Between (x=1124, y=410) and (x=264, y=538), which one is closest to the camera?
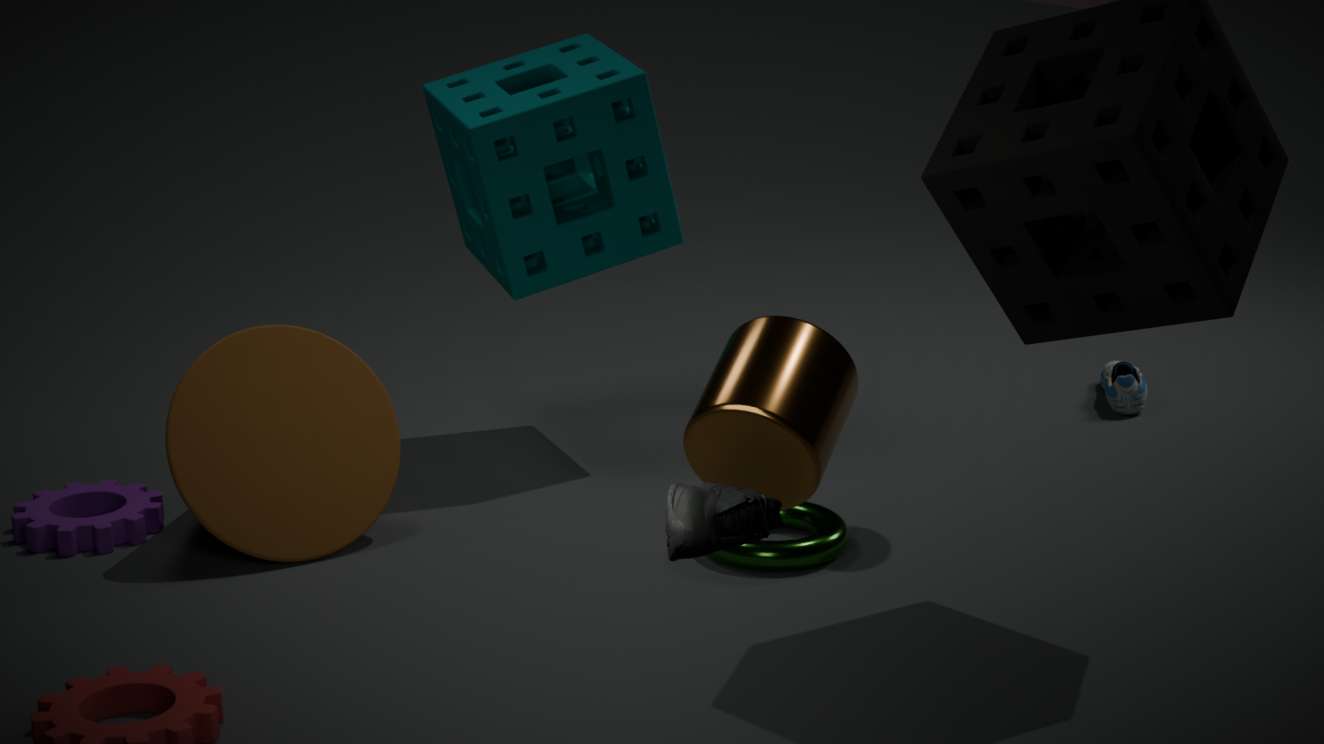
(x=264, y=538)
